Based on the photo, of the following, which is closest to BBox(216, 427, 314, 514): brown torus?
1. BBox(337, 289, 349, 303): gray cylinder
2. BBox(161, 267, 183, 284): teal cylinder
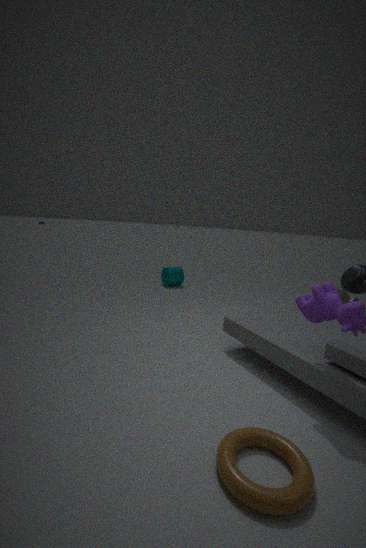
BBox(337, 289, 349, 303): gray cylinder
